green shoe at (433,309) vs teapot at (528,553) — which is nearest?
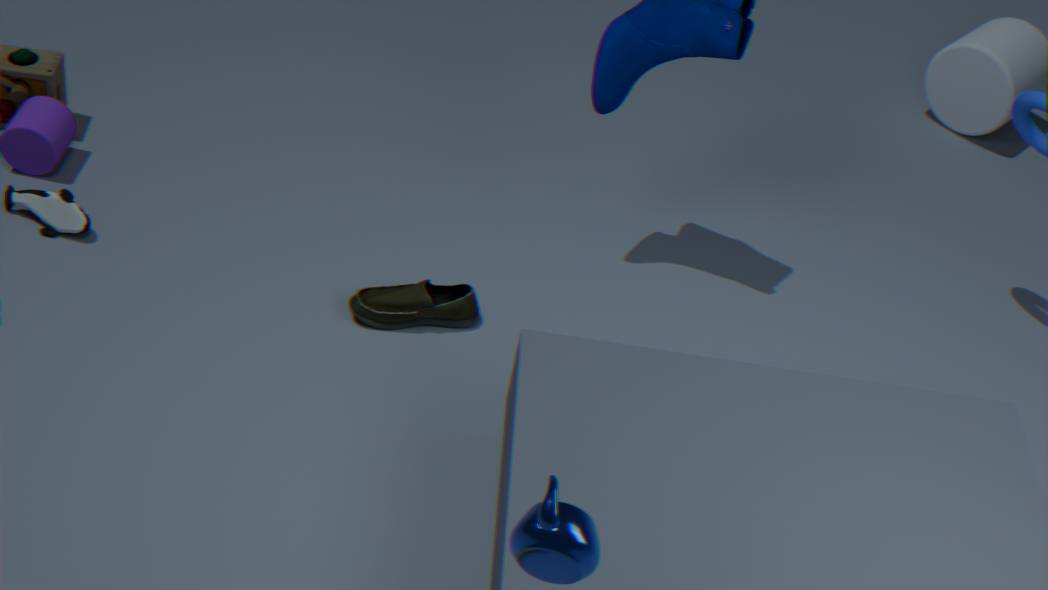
teapot at (528,553)
